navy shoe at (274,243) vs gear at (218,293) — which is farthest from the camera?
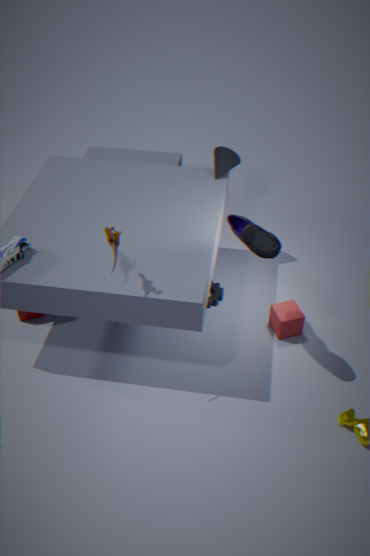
gear at (218,293)
